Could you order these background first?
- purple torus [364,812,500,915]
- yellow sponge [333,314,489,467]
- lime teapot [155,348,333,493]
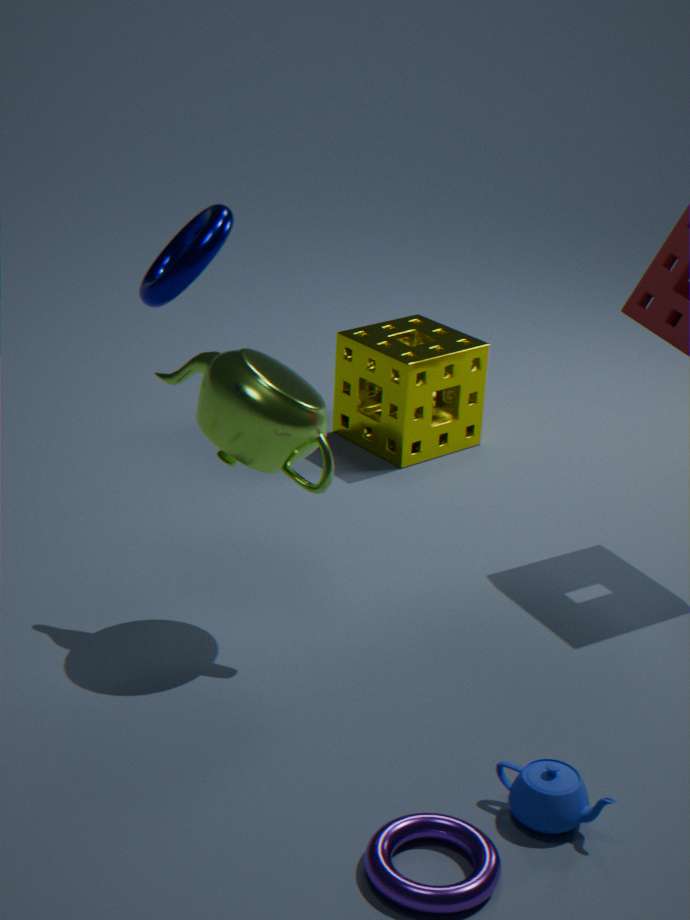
yellow sponge [333,314,489,467]
lime teapot [155,348,333,493]
purple torus [364,812,500,915]
